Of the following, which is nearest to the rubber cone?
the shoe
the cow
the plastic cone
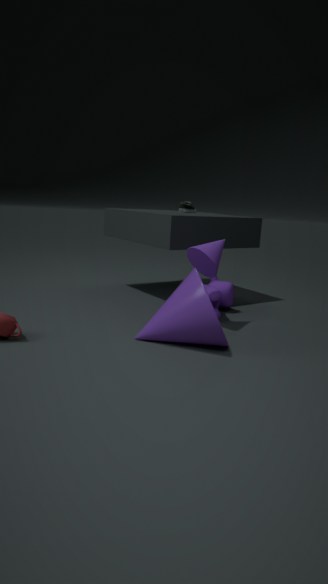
the plastic cone
